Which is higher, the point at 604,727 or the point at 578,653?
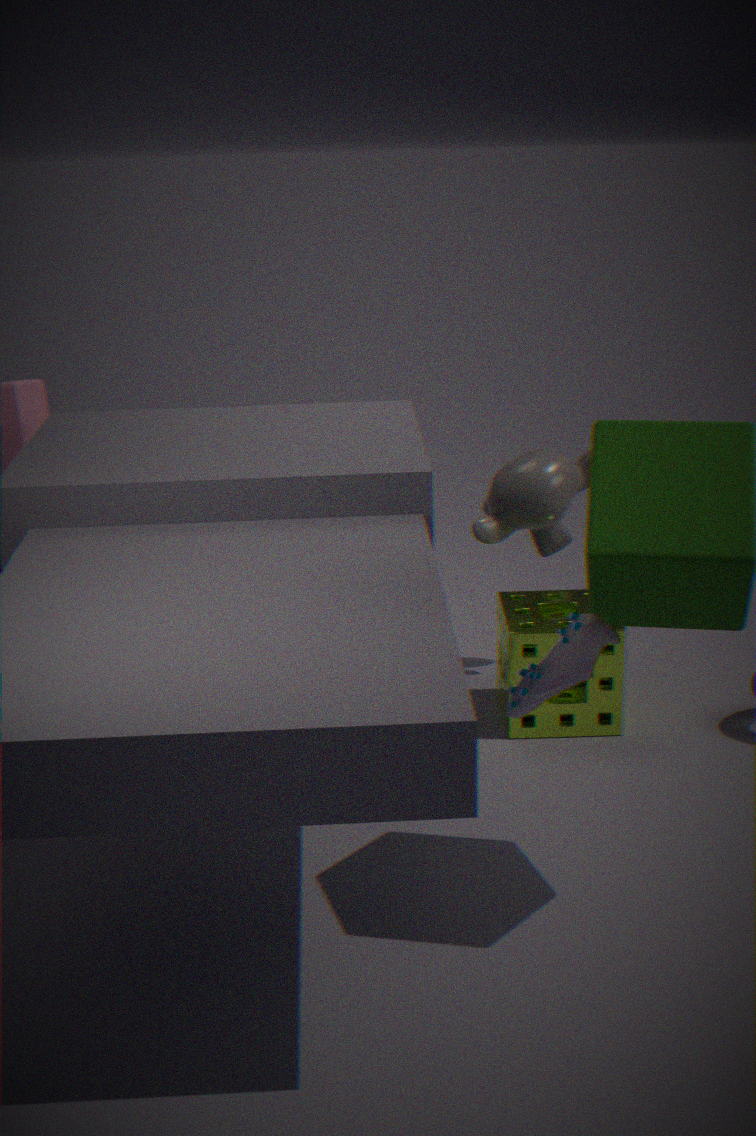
the point at 578,653
